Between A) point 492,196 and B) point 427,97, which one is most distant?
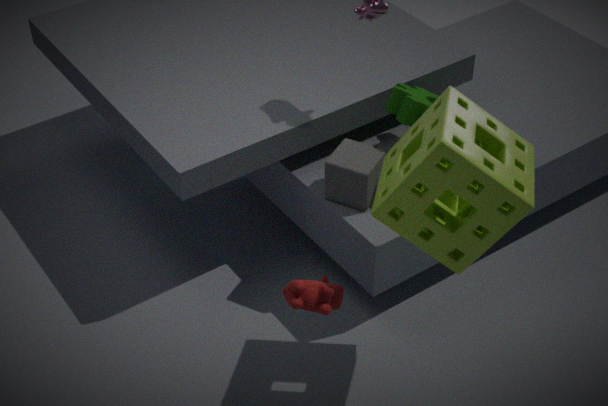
B. point 427,97
